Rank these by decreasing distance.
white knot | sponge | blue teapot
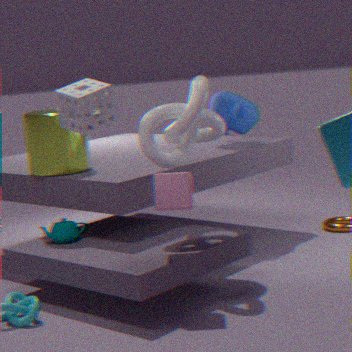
blue teapot → white knot → sponge
